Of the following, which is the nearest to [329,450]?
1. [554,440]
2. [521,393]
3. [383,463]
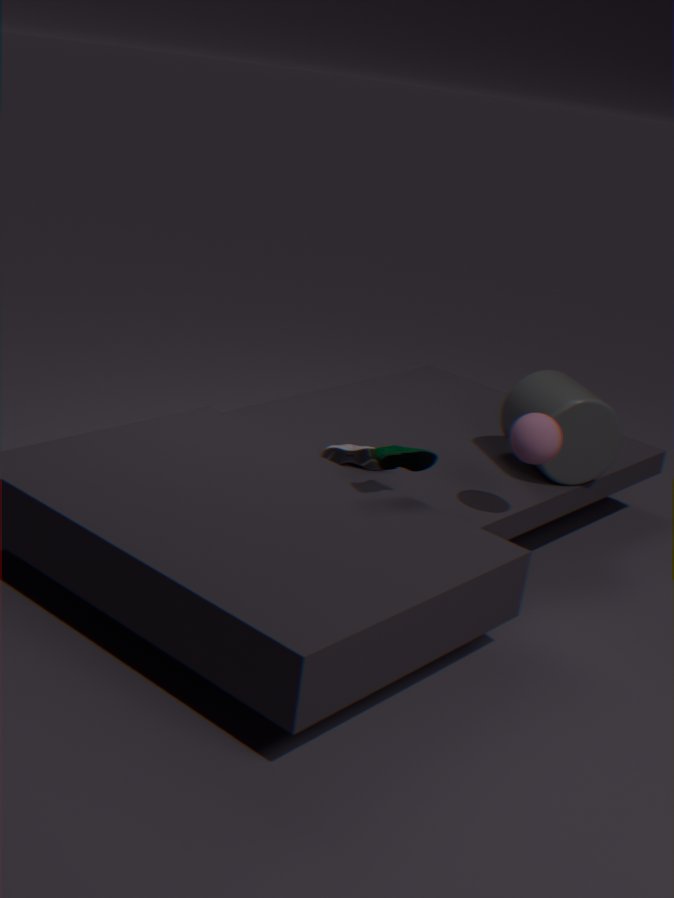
[383,463]
